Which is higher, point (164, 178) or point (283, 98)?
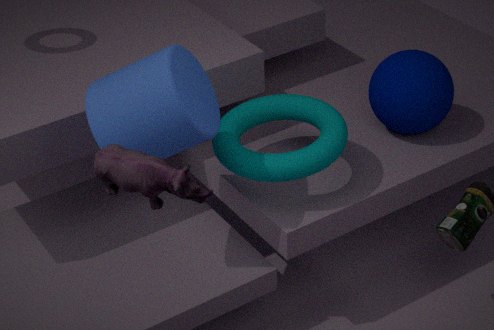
point (164, 178)
